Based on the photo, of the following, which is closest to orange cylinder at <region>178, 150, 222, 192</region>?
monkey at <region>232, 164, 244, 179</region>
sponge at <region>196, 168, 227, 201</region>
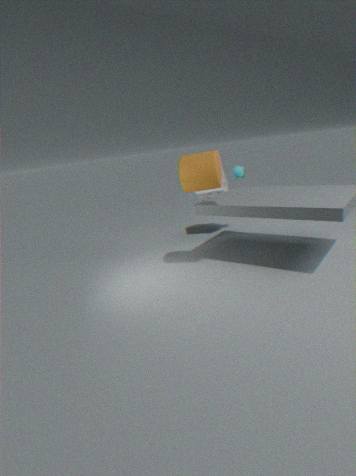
sponge at <region>196, 168, 227, 201</region>
